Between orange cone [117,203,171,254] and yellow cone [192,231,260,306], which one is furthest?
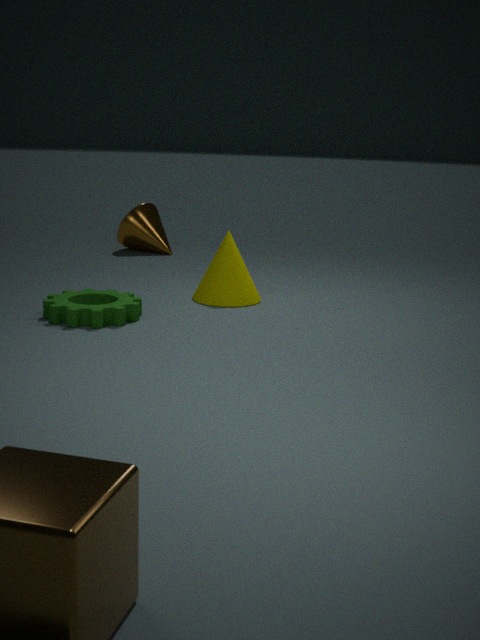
orange cone [117,203,171,254]
